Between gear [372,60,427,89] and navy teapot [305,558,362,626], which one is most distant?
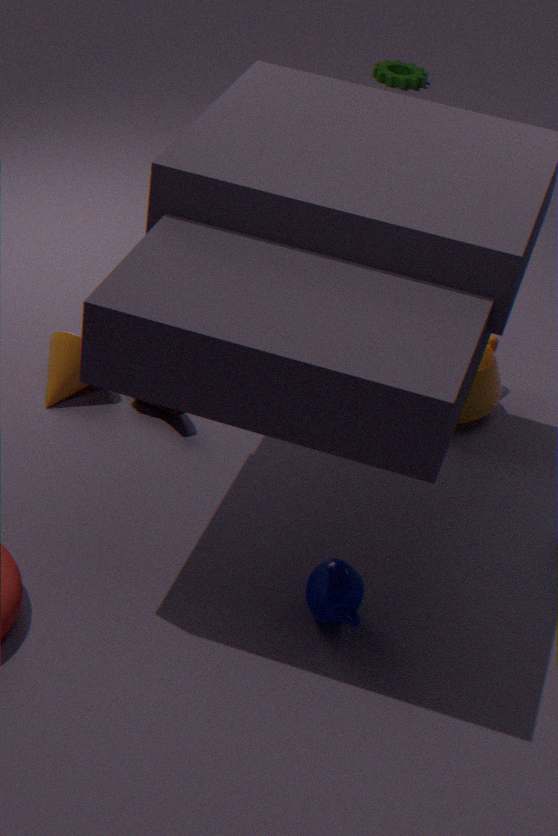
gear [372,60,427,89]
